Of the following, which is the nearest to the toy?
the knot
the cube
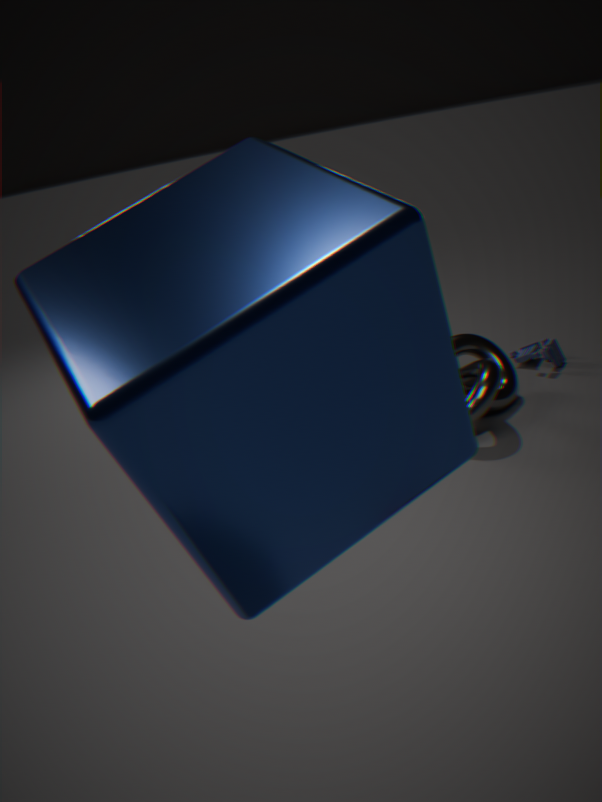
the knot
